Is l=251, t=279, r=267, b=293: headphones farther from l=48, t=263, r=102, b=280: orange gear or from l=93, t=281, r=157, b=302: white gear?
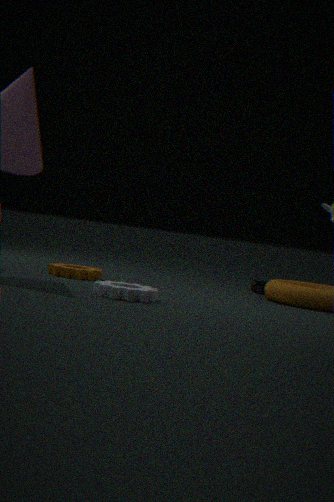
l=93, t=281, r=157, b=302: white gear
